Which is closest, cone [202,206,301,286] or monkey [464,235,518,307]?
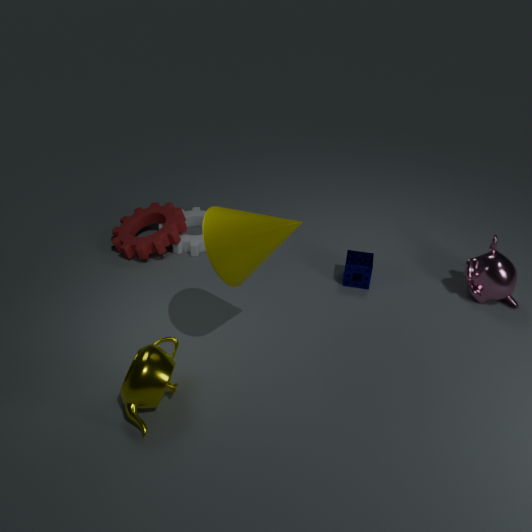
cone [202,206,301,286]
